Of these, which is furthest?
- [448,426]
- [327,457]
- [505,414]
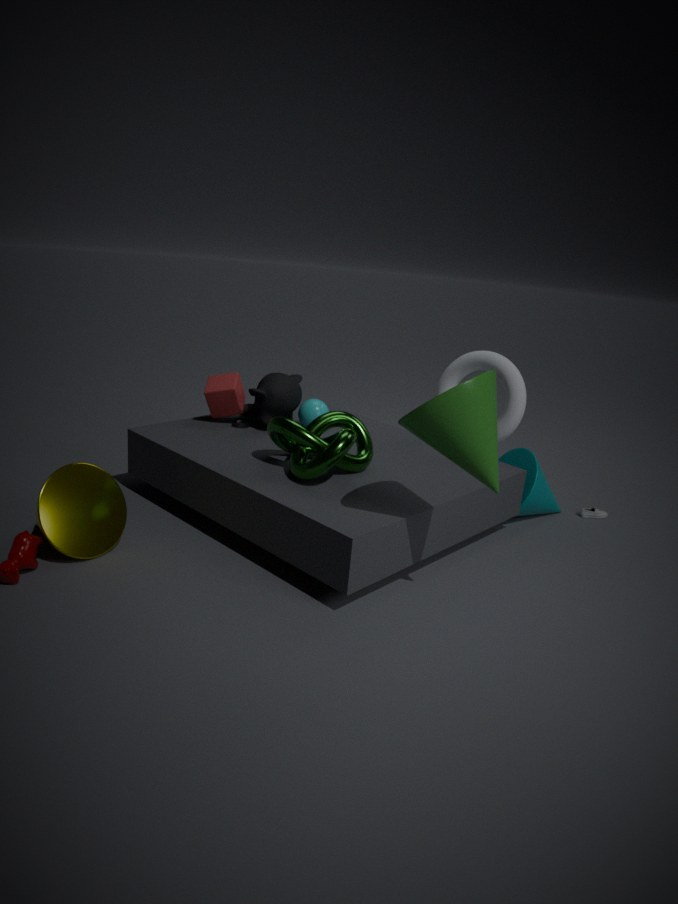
[505,414]
